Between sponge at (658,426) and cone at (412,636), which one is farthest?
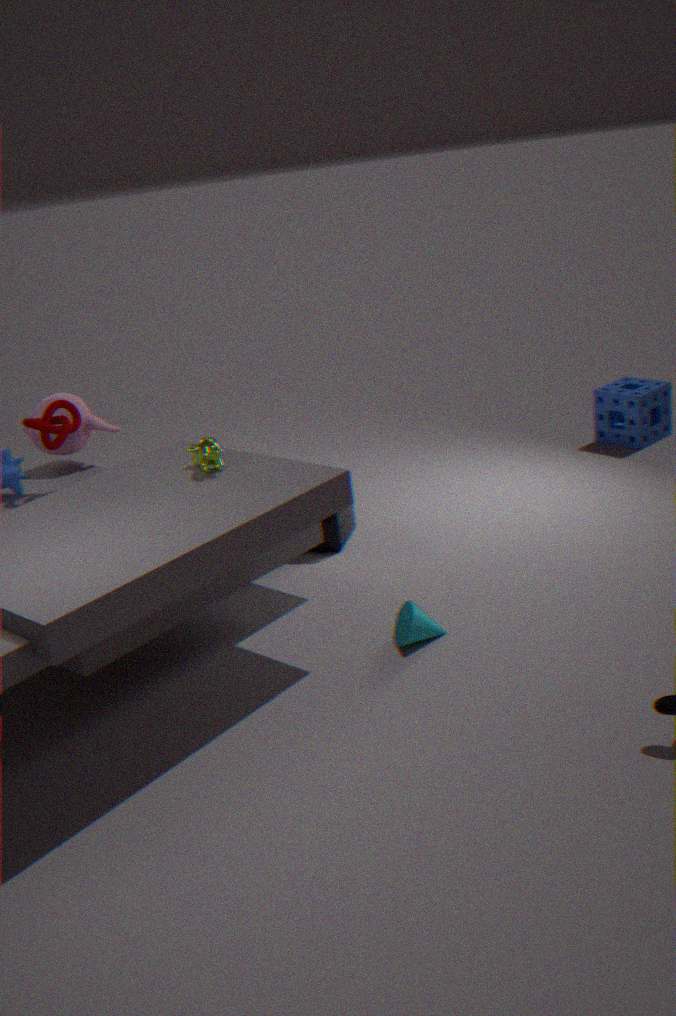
sponge at (658,426)
